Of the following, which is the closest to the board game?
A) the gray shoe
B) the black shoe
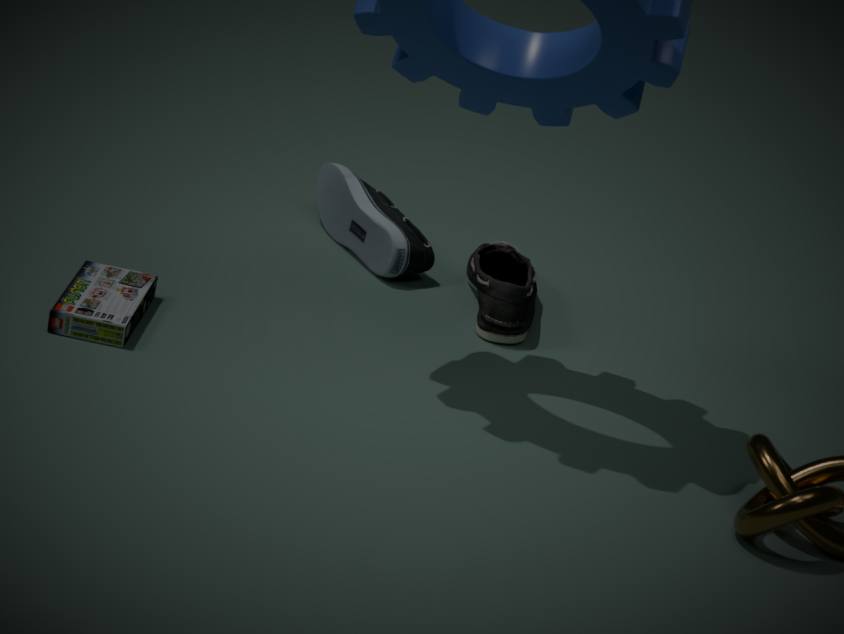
the gray shoe
